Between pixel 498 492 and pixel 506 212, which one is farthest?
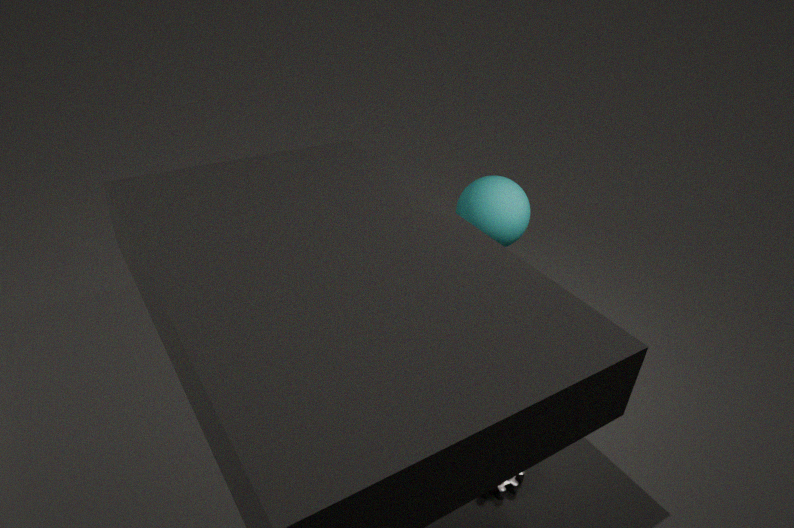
pixel 506 212
